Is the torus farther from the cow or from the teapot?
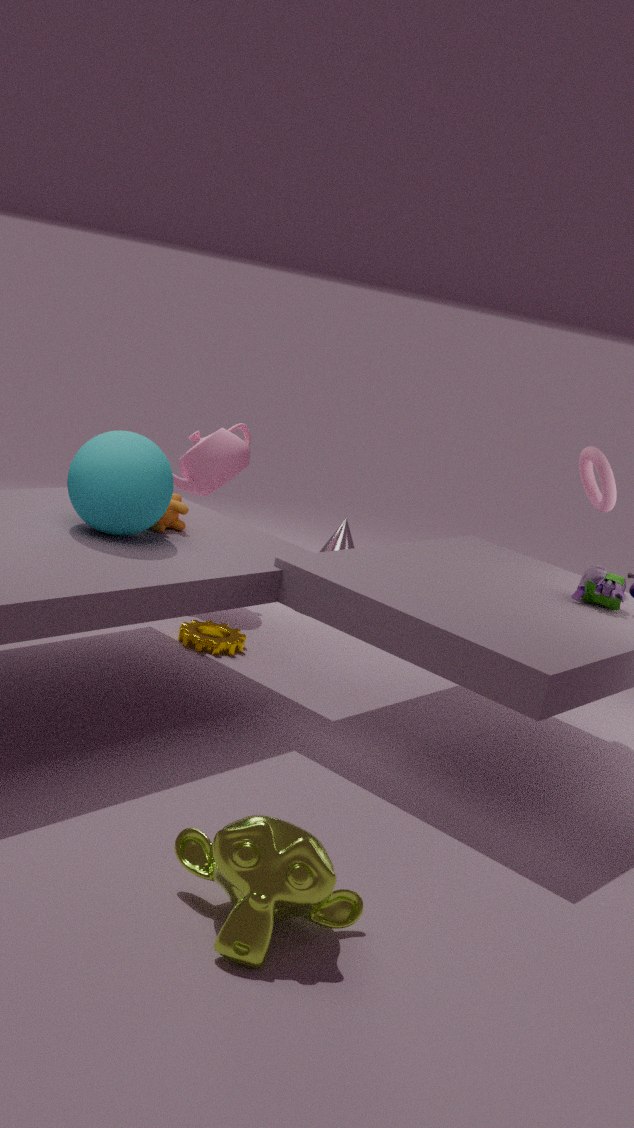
the cow
